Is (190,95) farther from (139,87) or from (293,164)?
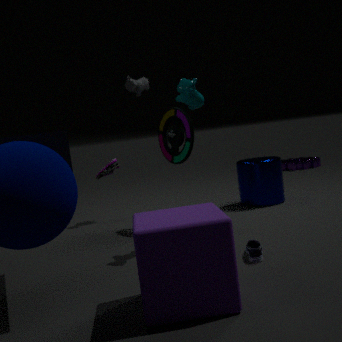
(293,164)
